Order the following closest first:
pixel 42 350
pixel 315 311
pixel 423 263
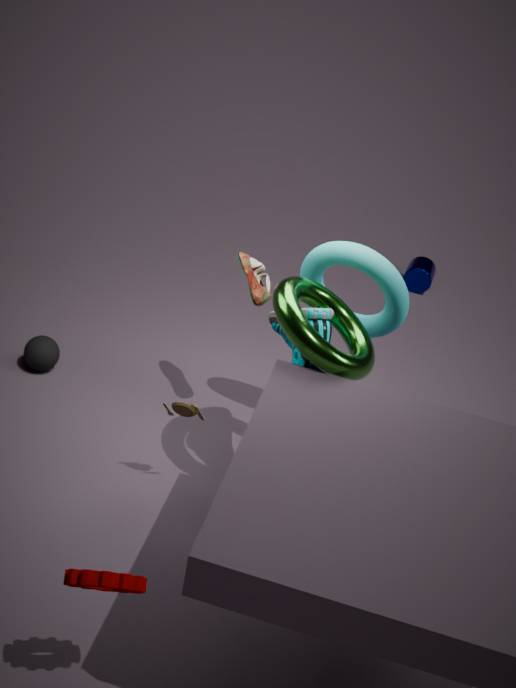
1. pixel 315 311
2. pixel 42 350
3. pixel 423 263
